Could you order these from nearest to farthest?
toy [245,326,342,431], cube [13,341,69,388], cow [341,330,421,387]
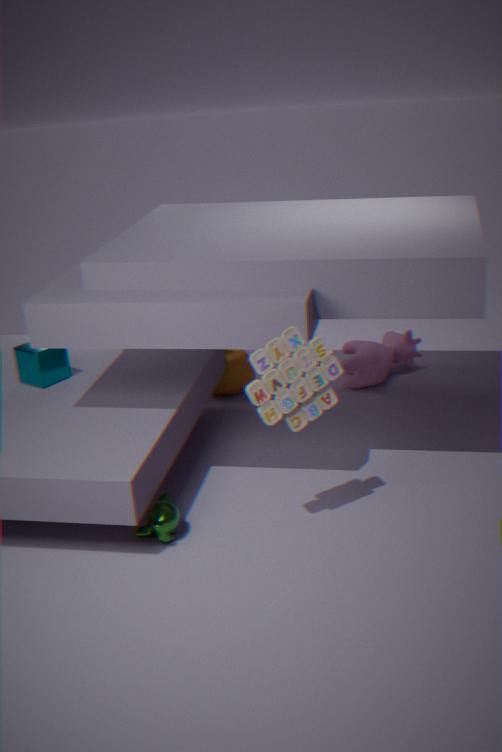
toy [245,326,342,431]
cube [13,341,69,388]
cow [341,330,421,387]
